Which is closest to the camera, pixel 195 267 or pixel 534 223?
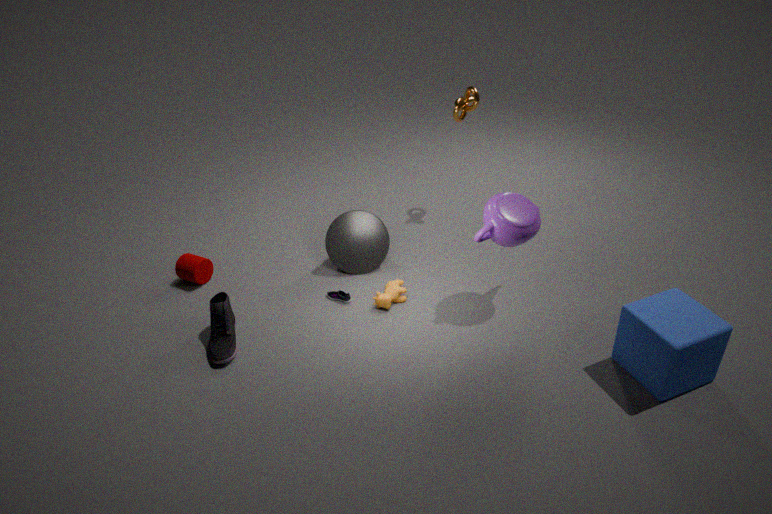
pixel 534 223
